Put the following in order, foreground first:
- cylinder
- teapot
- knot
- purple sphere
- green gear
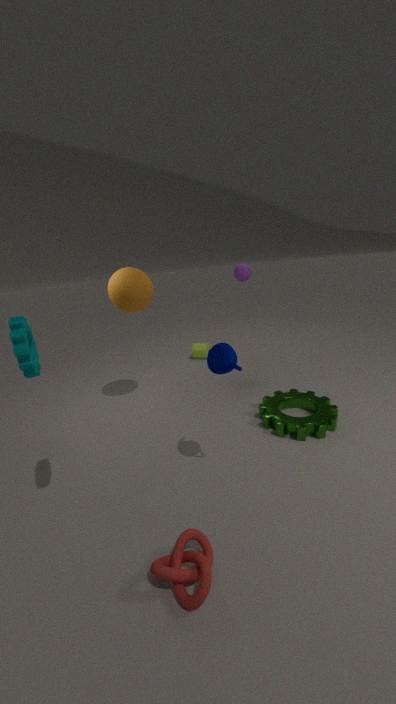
knot, teapot, green gear, purple sphere, cylinder
